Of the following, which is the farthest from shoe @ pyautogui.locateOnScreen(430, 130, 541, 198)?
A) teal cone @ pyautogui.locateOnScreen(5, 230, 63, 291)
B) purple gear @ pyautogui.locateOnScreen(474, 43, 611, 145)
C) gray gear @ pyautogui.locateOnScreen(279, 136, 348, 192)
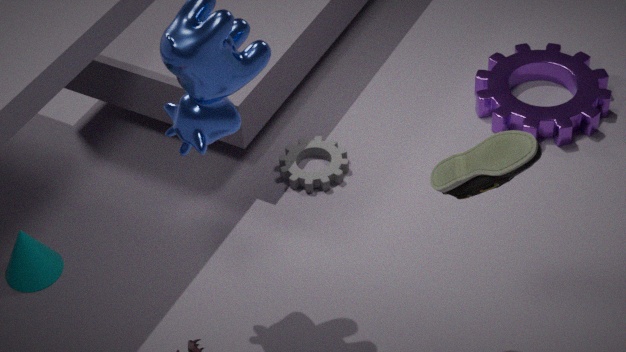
teal cone @ pyautogui.locateOnScreen(5, 230, 63, 291)
